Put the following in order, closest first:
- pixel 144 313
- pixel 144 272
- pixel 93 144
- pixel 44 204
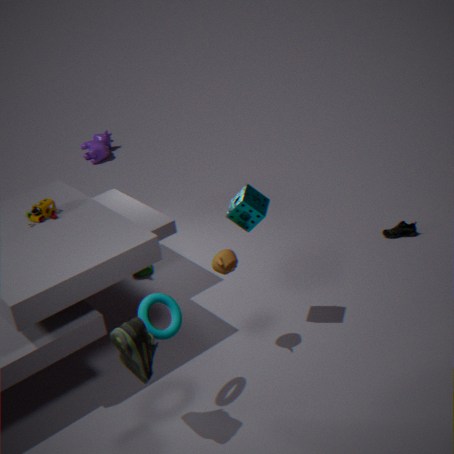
pixel 144 313, pixel 44 204, pixel 144 272, pixel 93 144
